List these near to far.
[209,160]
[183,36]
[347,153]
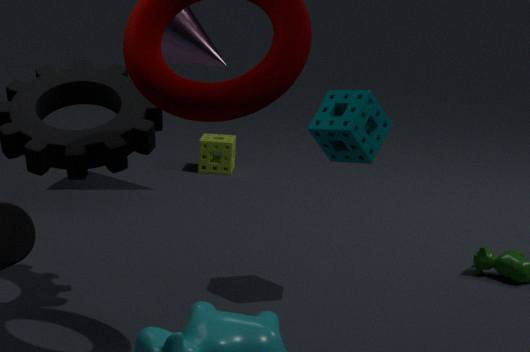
[347,153], [183,36], [209,160]
